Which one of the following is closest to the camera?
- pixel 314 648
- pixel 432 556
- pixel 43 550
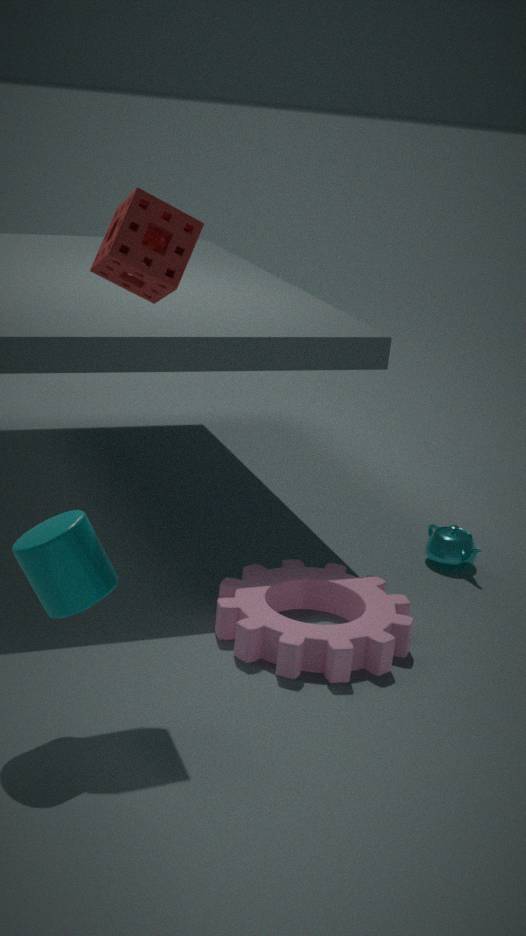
pixel 43 550
